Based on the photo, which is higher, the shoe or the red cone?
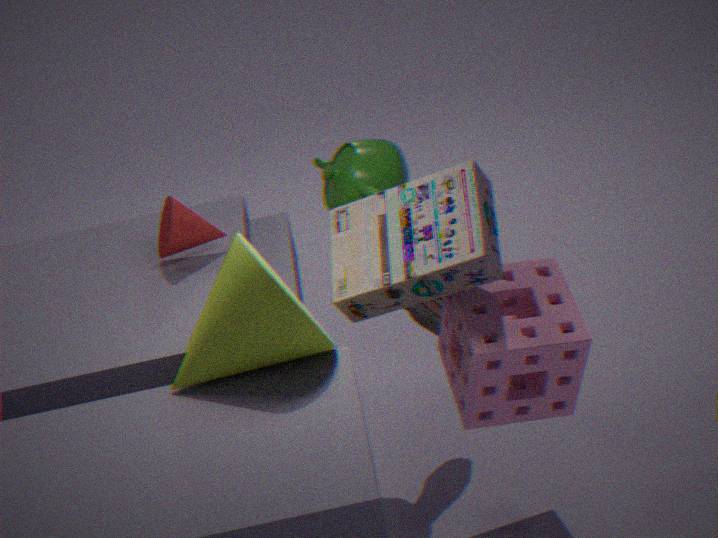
the red cone
